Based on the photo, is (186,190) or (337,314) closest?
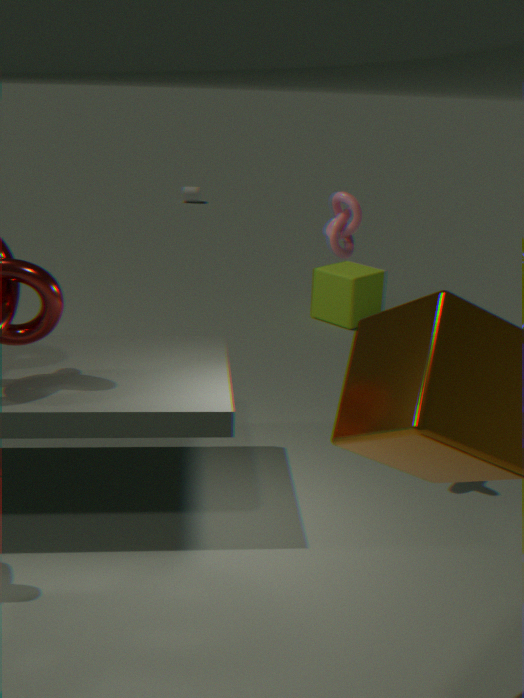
(337,314)
